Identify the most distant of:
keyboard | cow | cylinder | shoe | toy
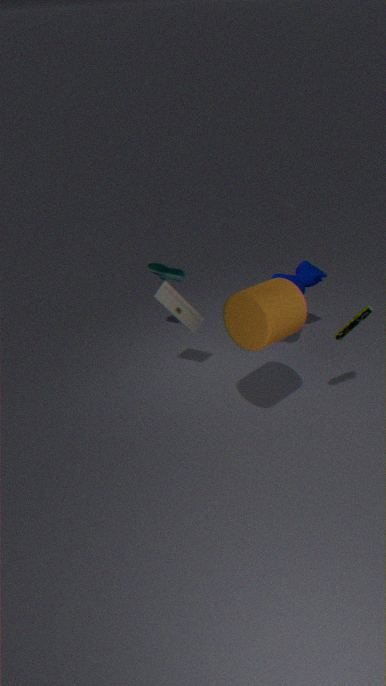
shoe
